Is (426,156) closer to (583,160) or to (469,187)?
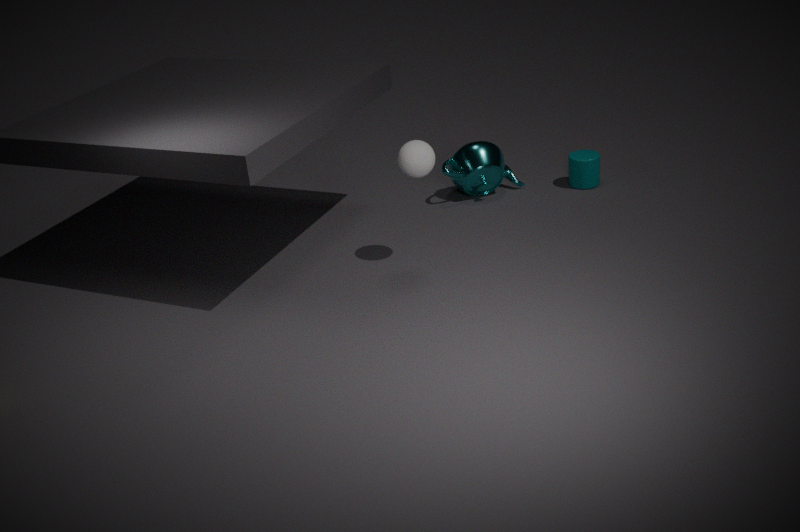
(469,187)
